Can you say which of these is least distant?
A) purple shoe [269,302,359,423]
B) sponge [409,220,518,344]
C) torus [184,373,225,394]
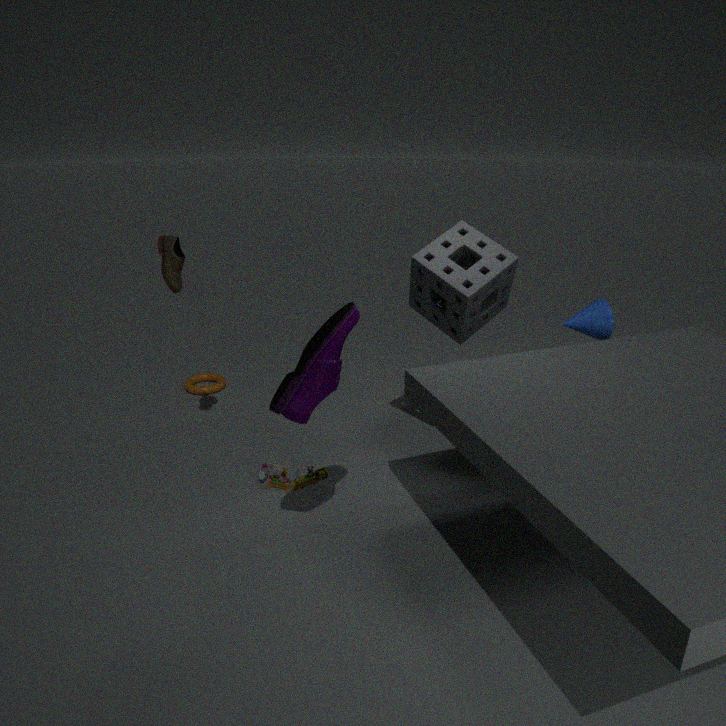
purple shoe [269,302,359,423]
